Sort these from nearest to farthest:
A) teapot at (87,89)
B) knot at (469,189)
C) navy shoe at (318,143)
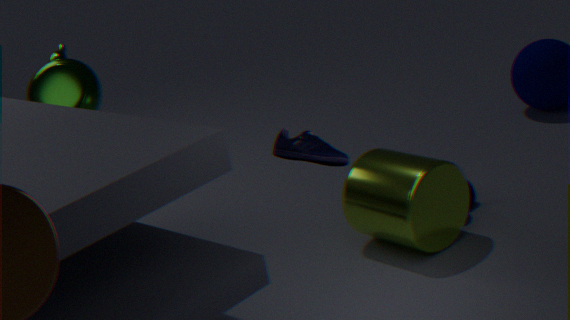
1. navy shoe at (318,143)
2. knot at (469,189)
3. teapot at (87,89)
